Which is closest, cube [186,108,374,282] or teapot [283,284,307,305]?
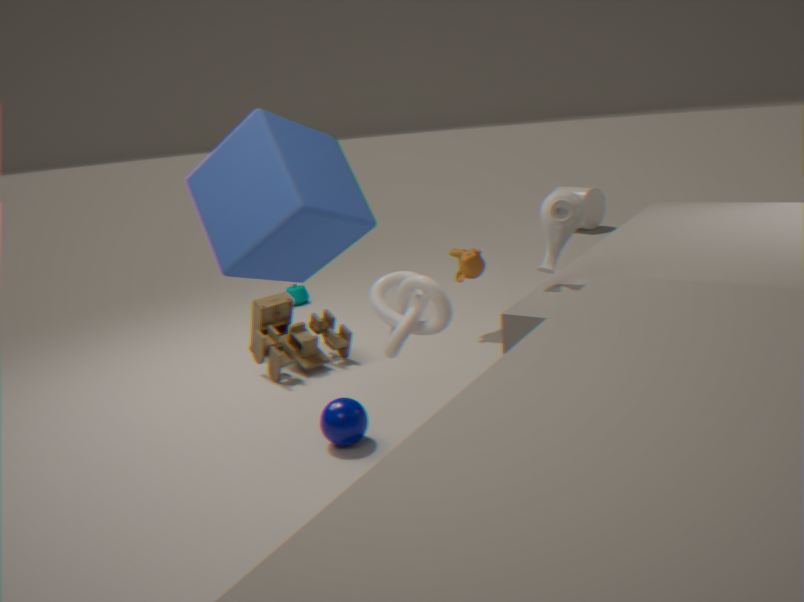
cube [186,108,374,282]
